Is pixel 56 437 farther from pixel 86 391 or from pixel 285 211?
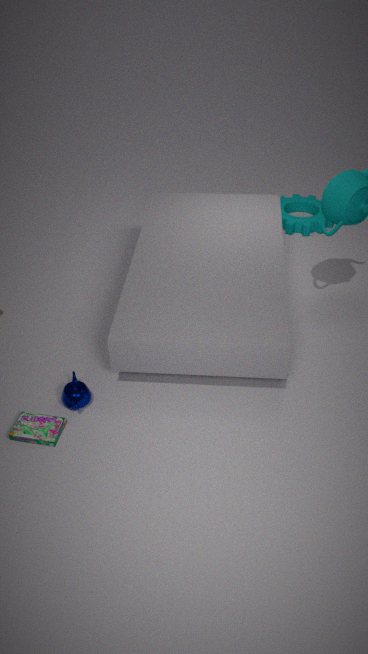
pixel 285 211
